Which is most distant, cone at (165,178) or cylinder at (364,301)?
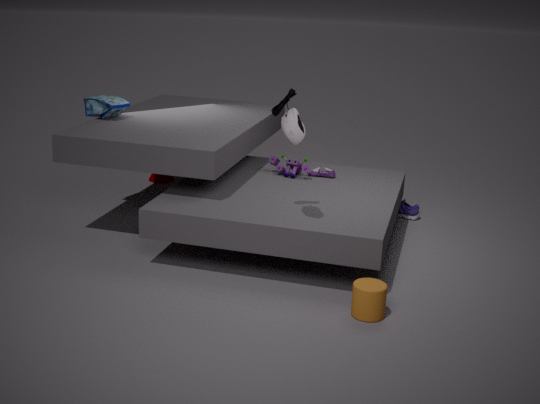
cone at (165,178)
